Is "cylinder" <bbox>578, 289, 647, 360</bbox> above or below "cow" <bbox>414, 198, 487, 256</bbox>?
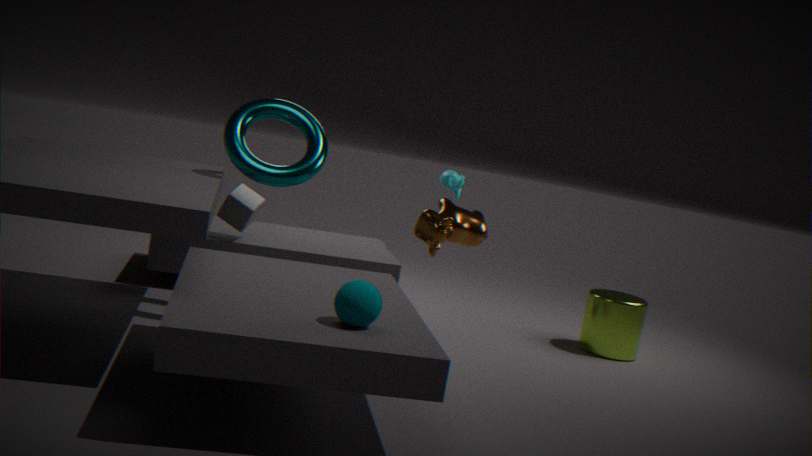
below
